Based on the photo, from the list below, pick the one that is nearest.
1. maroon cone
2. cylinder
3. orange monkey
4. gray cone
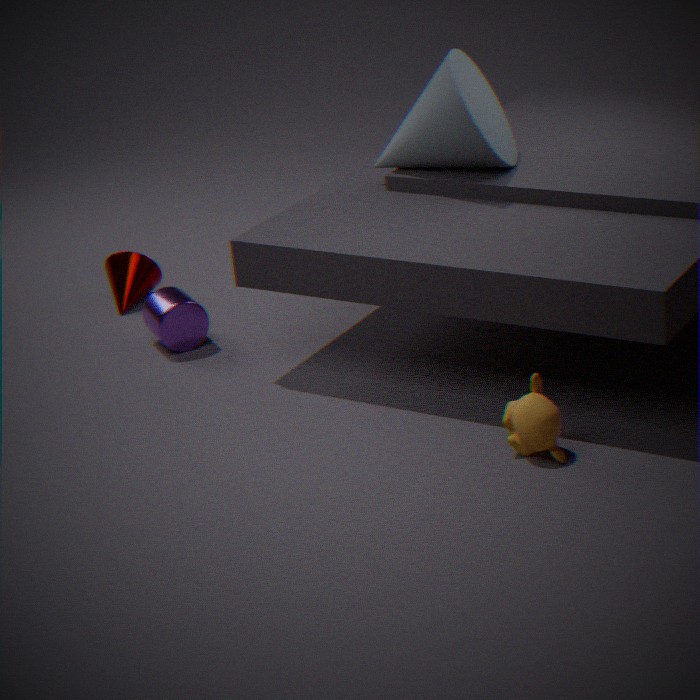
orange monkey
